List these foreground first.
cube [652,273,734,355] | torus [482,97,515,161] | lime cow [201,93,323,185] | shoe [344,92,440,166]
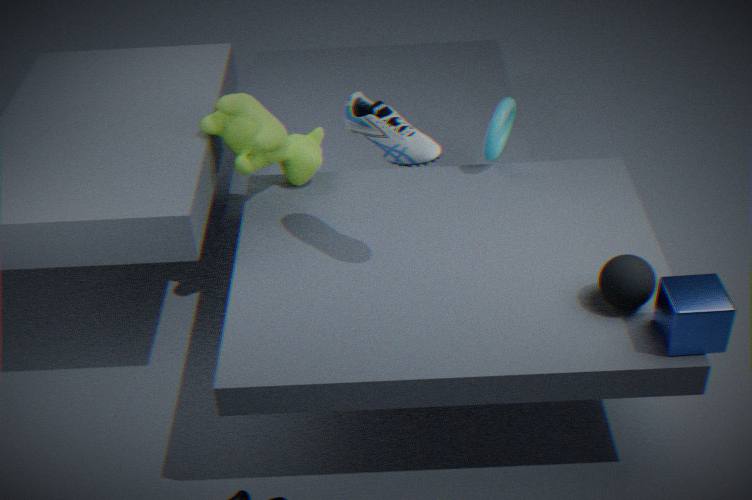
cube [652,273,734,355] < shoe [344,92,440,166] < lime cow [201,93,323,185] < torus [482,97,515,161]
